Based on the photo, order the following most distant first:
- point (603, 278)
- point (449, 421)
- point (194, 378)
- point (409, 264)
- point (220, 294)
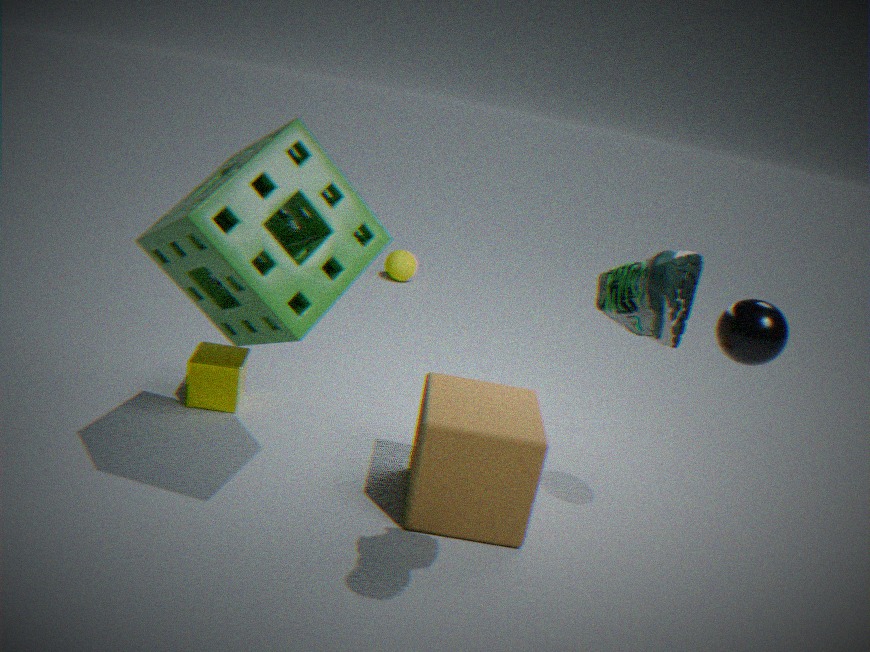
point (409, 264), point (194, 378), point (449, 421), point (220, 294), point (603, 278)
